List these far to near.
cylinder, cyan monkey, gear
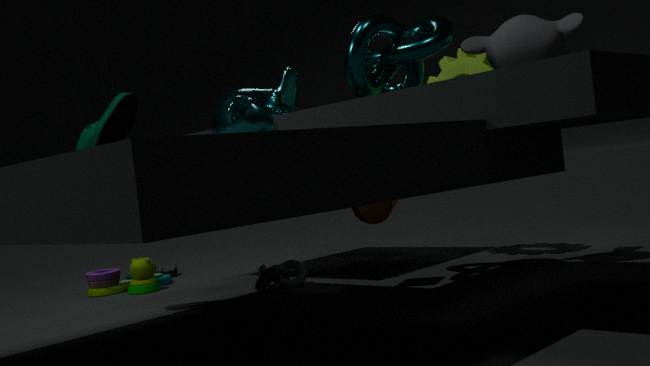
gear → cylinder → cyan monkey
